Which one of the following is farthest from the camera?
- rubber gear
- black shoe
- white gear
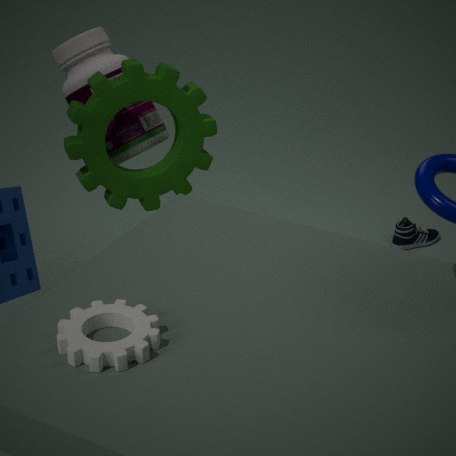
black shoe
